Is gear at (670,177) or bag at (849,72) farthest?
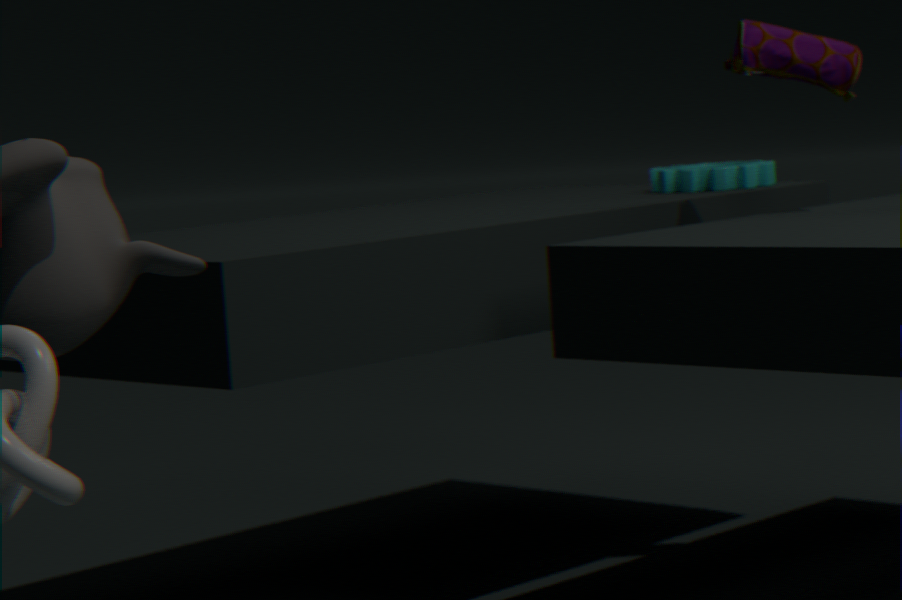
gear at (670,177)
